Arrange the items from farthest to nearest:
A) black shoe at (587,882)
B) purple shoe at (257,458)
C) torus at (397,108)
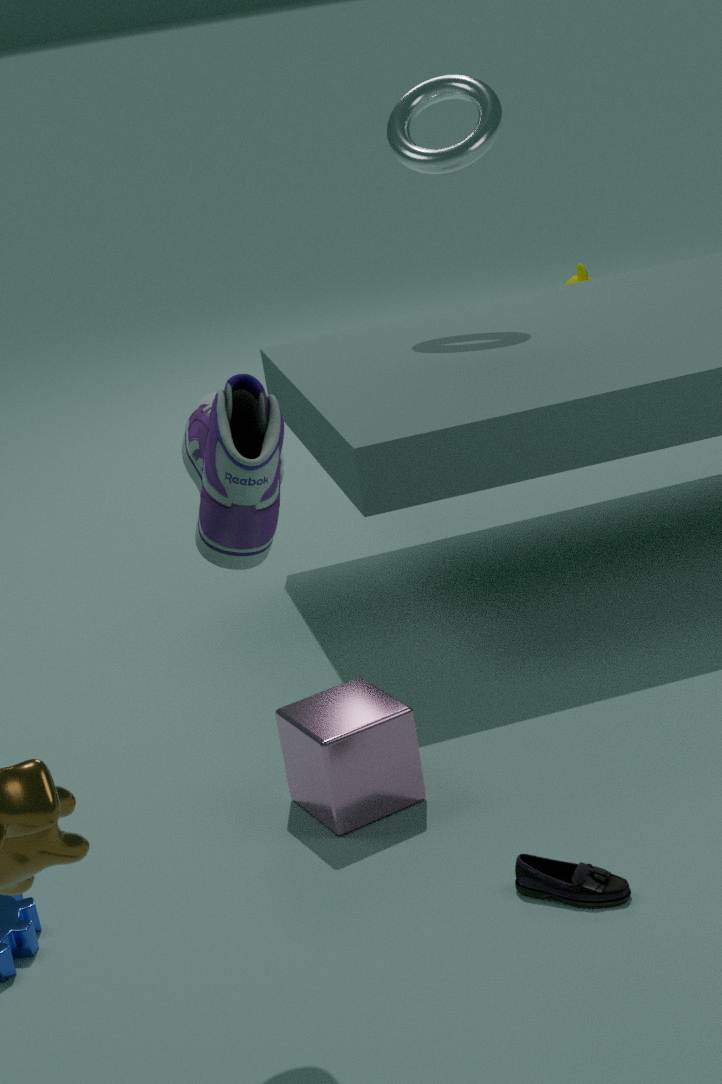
C. torus at (397,108), A. black shoe at (587,882), B. purple shoe at (257,458)
